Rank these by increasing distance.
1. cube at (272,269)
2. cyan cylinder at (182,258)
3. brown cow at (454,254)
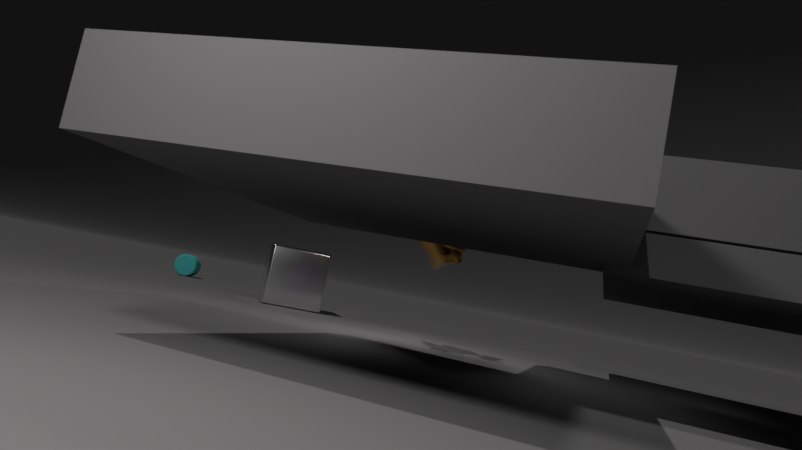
brown cow at (454,254)
cube at (272,269)
cyan cylinder at (182,258)
